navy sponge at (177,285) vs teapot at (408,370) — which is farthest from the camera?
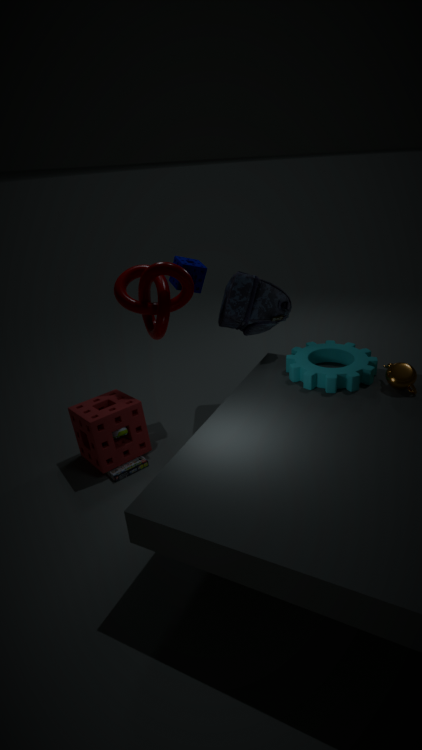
navy sponge at (177,285)
